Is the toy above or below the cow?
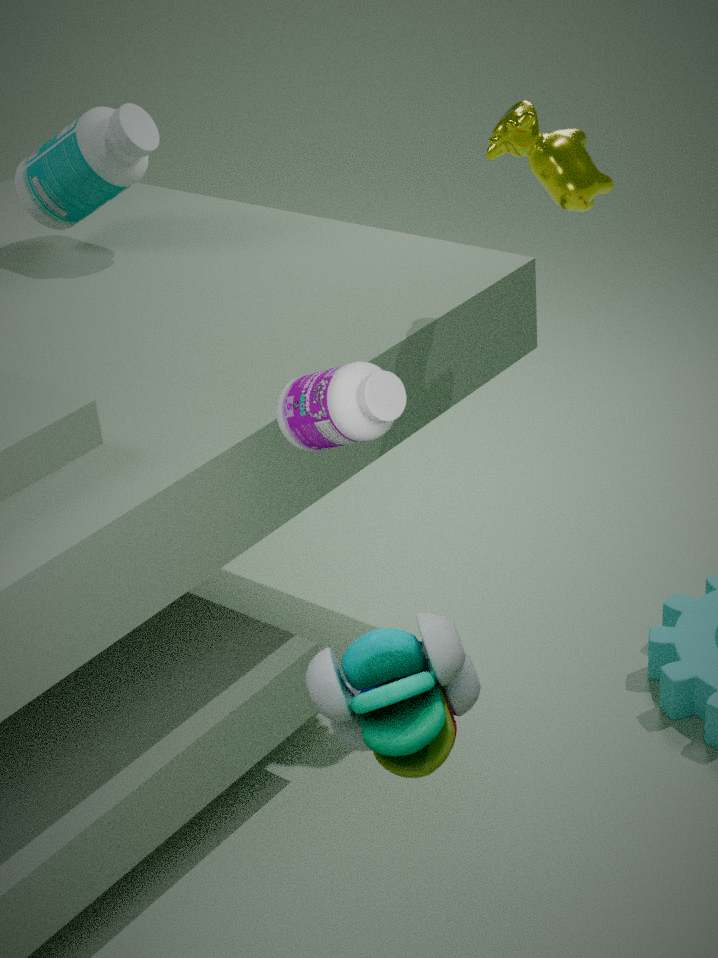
below
